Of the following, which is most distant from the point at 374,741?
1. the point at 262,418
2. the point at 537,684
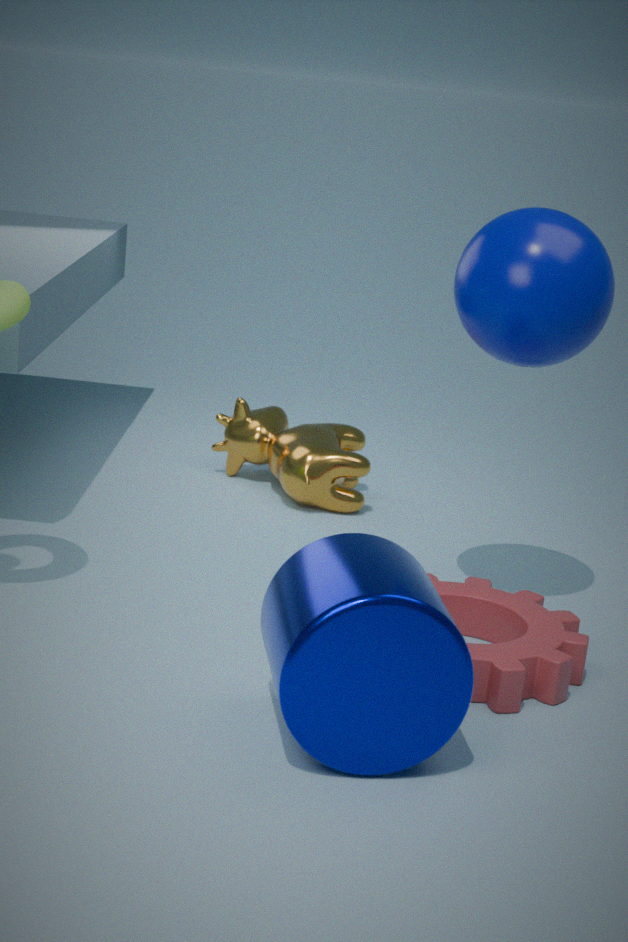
the point at 262,418
